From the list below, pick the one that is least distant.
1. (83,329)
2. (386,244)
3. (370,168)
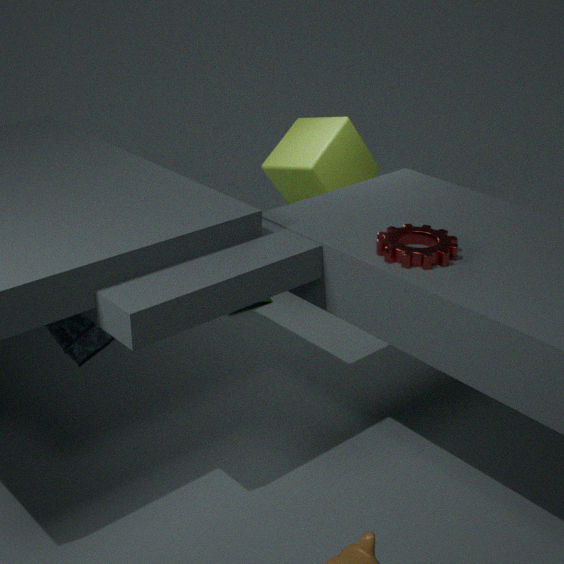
(386,244)
